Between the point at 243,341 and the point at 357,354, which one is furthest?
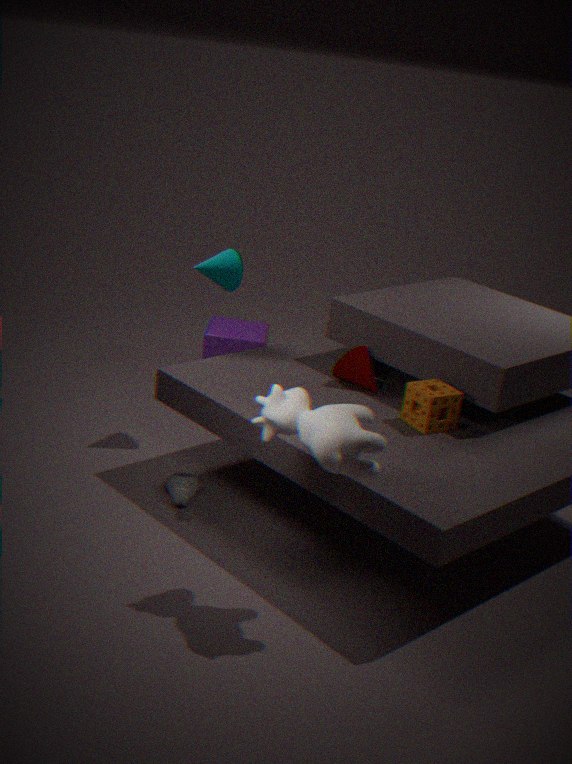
the point at 243,341
